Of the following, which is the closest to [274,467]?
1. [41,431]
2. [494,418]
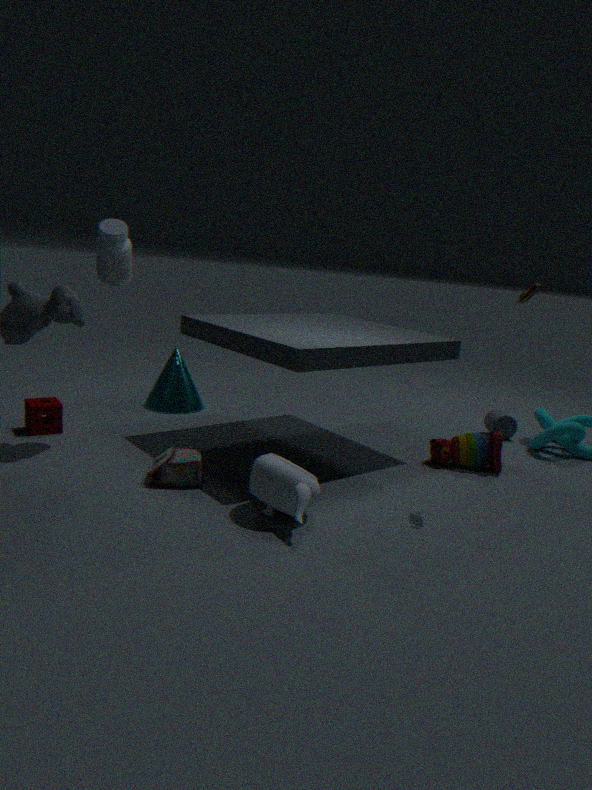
[41,431]
